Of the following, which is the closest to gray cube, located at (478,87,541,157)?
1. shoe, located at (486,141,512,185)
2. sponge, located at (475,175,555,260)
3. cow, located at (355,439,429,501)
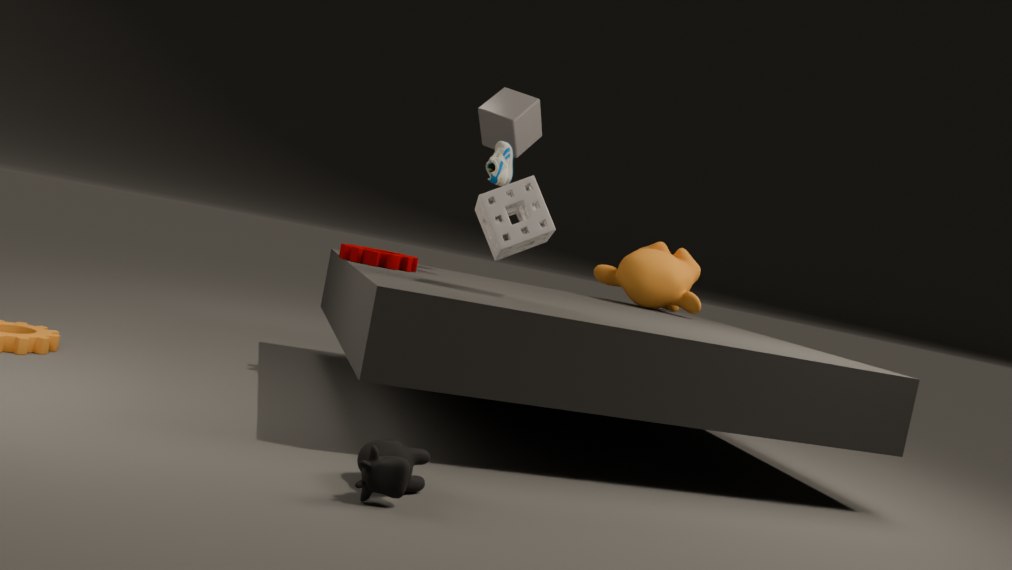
shoe, located at (486,141,512,185)
